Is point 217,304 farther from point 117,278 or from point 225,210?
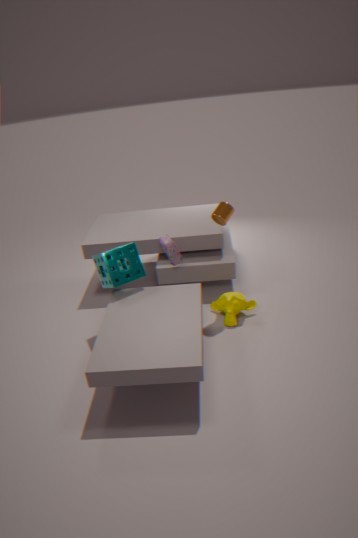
point 117,278
